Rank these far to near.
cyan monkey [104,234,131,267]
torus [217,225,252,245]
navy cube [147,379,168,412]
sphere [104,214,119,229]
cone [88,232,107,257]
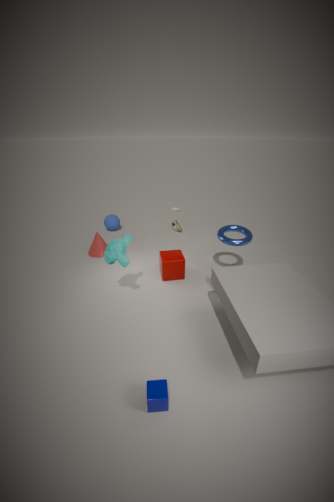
sphere [104,214,119,229] → cone [88,232,107,257] → torus [217,225,252,245] → cyan monkey [104,234,131,267] → navy cube [147,379,168,412]
